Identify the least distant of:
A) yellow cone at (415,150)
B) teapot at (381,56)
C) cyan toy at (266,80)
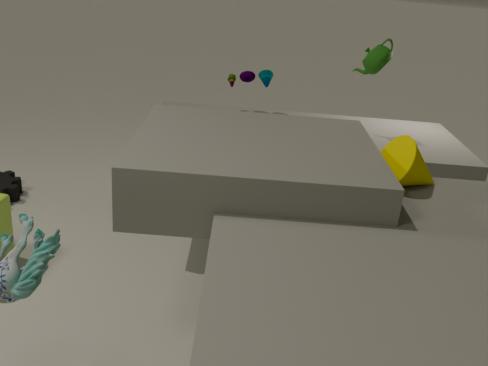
yellow cone at (415,150)
